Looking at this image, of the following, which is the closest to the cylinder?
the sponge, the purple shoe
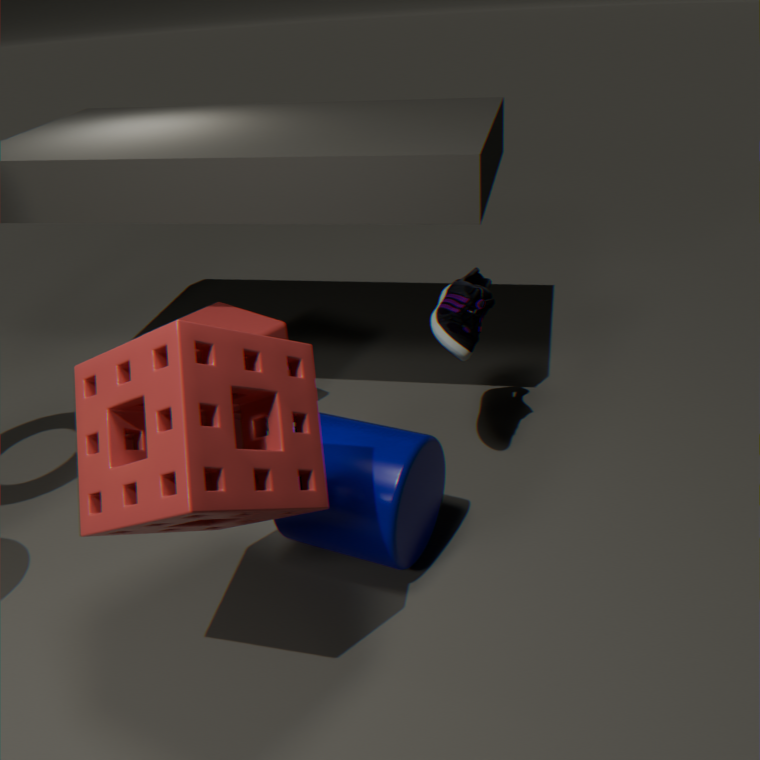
the sponge
